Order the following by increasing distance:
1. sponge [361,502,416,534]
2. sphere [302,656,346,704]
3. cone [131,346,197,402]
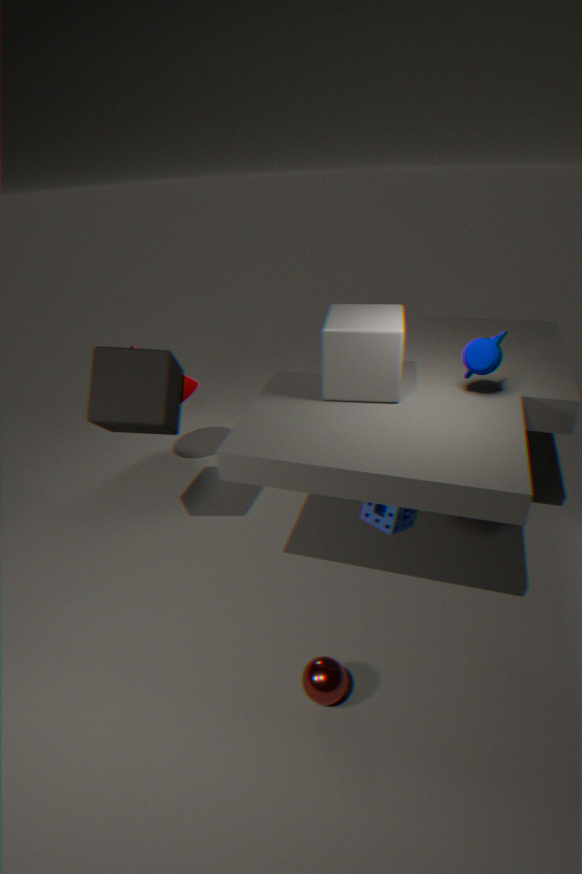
sphere [302,656,346,704]
sponge [361,502,416,534]
cone [131,346,197,402]
